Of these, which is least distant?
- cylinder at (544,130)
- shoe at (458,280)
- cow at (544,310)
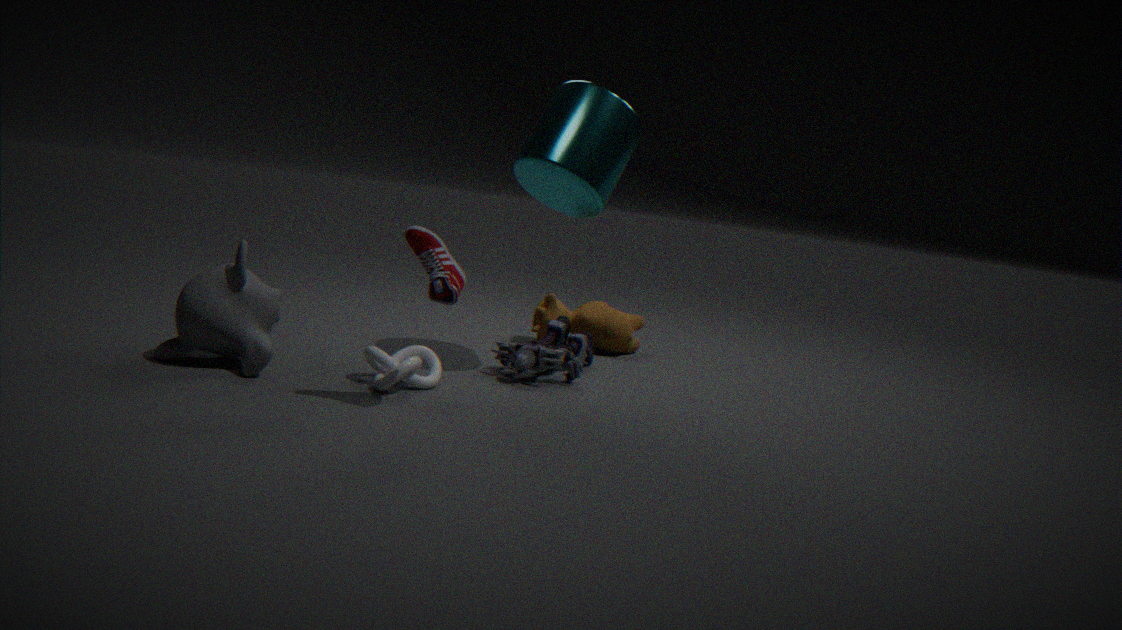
shoe at (458,280)
